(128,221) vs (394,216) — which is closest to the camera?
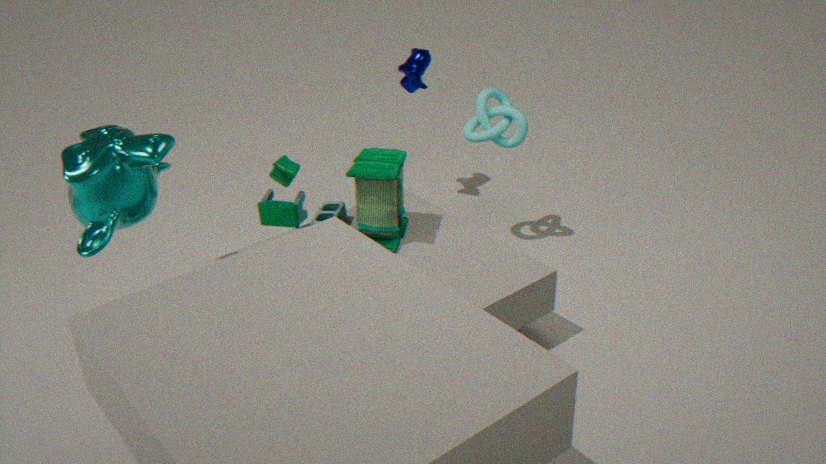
(128,221)
